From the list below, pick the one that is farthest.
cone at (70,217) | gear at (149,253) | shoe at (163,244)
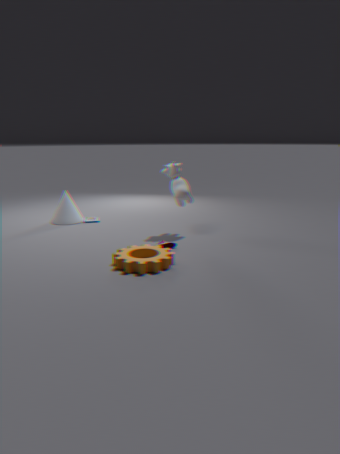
cone at (70,217)
